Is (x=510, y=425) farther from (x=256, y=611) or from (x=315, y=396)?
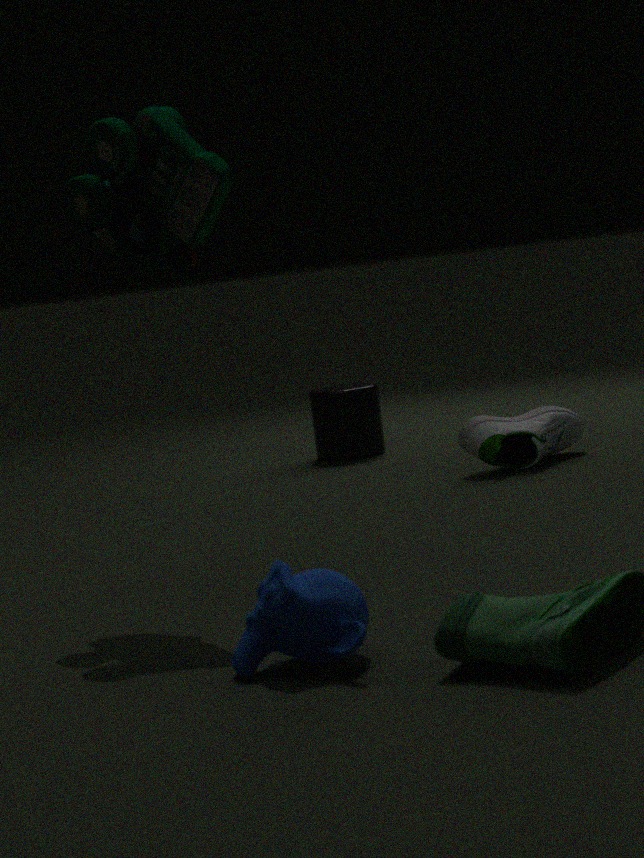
(x=256, y=611)
